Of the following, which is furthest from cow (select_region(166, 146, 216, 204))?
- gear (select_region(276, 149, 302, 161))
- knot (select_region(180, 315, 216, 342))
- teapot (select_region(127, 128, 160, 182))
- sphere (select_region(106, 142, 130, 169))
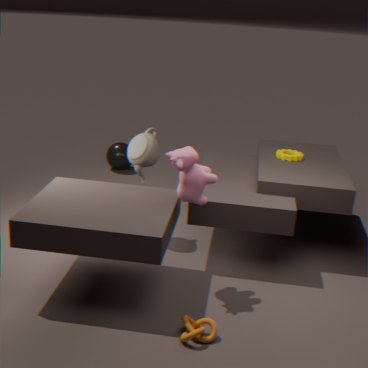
sphere (select_region(106, 142, 130, 169))
